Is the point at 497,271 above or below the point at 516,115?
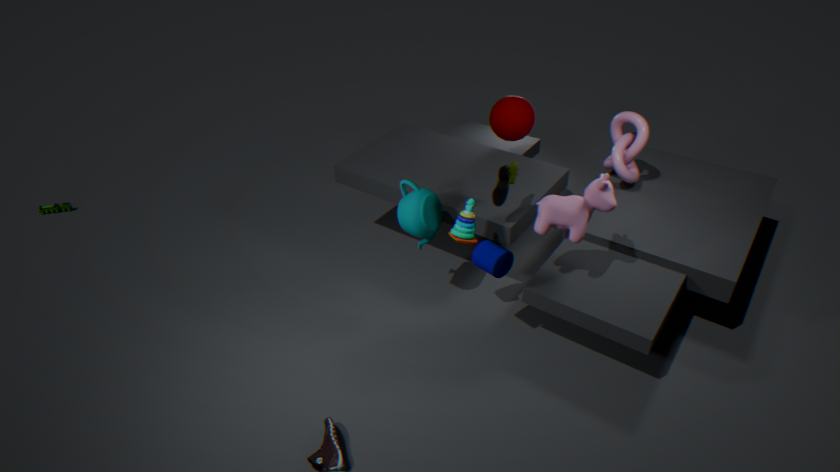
below
